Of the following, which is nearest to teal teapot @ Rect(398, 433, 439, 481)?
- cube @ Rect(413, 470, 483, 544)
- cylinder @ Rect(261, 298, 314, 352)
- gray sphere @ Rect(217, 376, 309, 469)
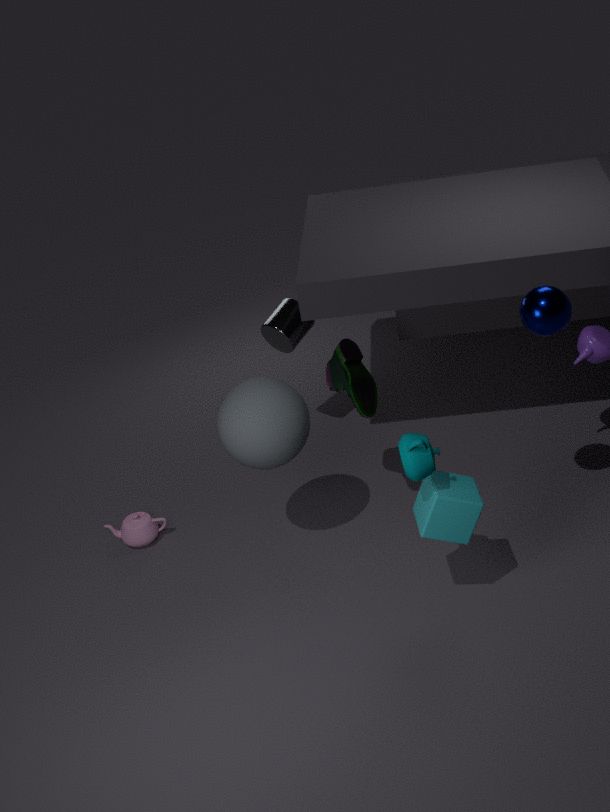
cube @ Rect(413, 470, 483, 544)
